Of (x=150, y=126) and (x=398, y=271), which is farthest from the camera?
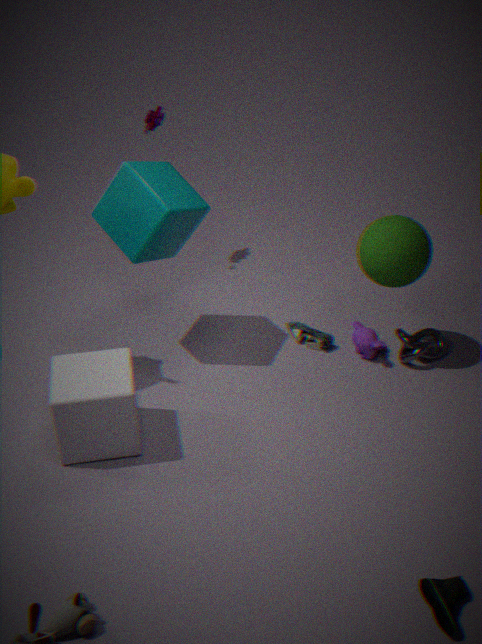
(x=150, y=126)
